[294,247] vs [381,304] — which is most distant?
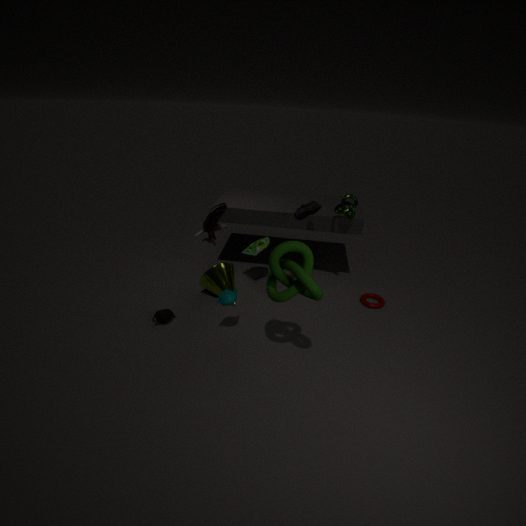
[381,304]
